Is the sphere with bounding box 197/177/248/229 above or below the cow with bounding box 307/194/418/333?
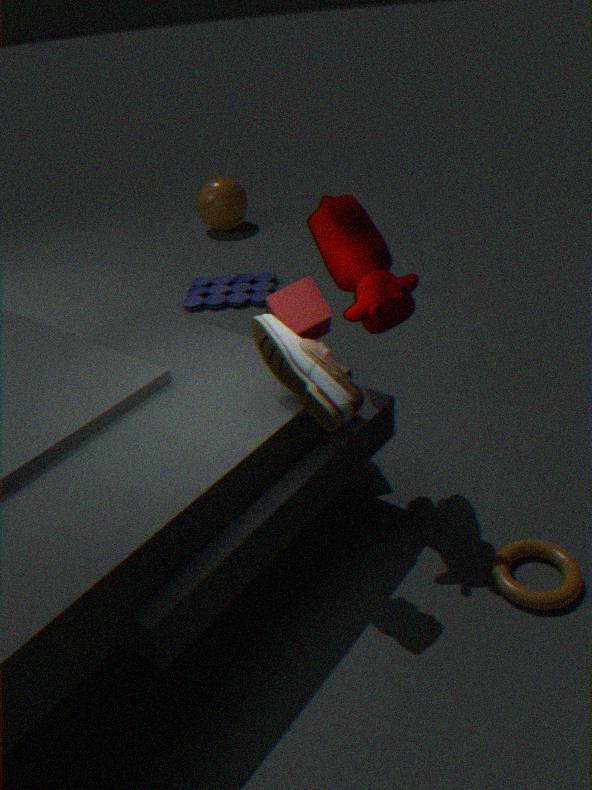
below
